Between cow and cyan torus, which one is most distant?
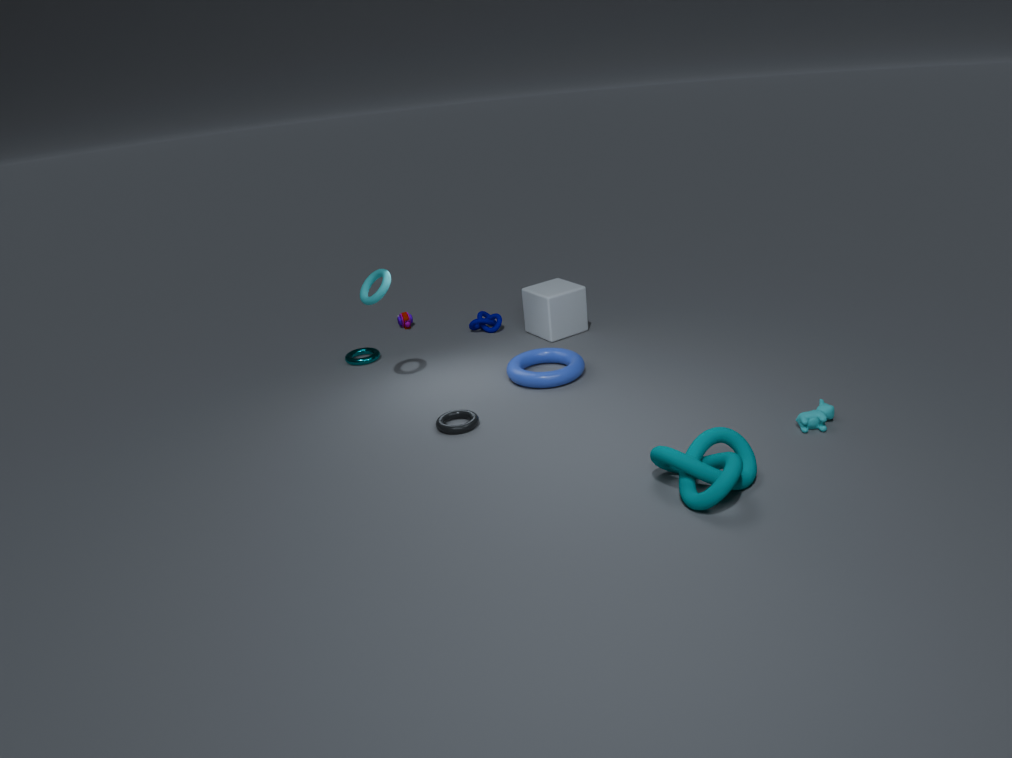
cyan torus
